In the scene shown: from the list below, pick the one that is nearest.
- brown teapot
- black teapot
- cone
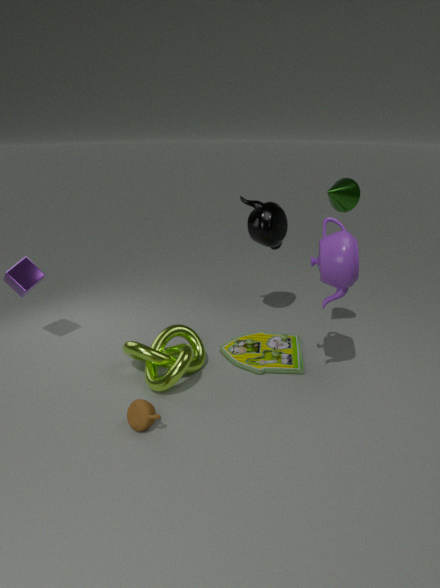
brown teapot
